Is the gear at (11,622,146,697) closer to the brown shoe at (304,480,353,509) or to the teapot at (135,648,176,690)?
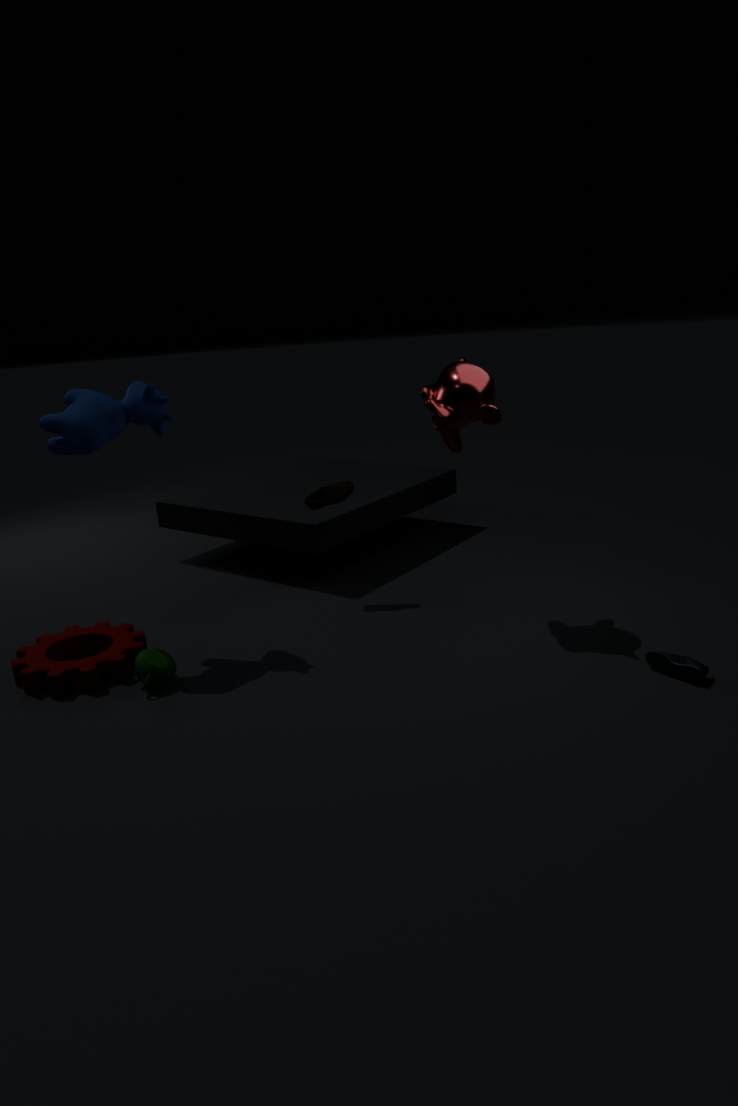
the teapot at (135,648,176,690)
